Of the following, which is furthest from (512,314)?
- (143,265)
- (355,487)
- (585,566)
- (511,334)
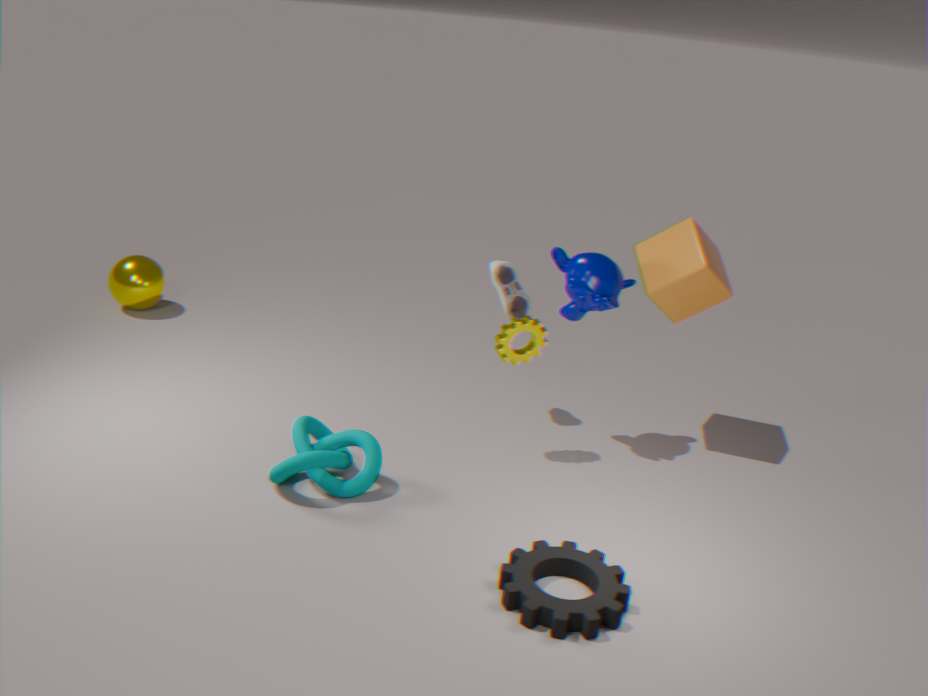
(143,265)
